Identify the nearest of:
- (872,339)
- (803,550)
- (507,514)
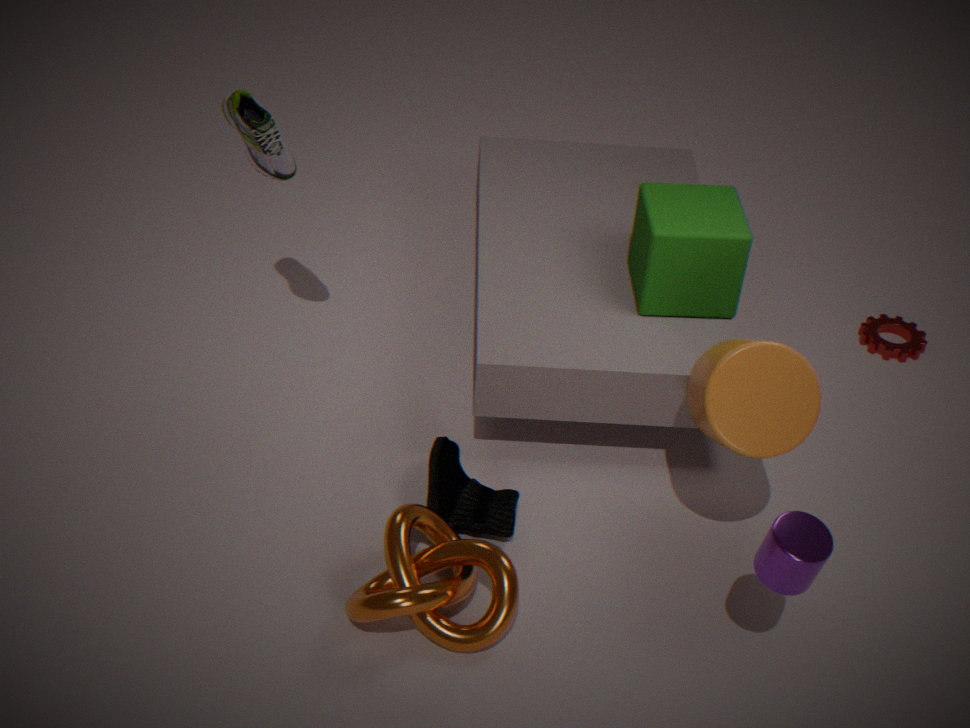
(803,550)
